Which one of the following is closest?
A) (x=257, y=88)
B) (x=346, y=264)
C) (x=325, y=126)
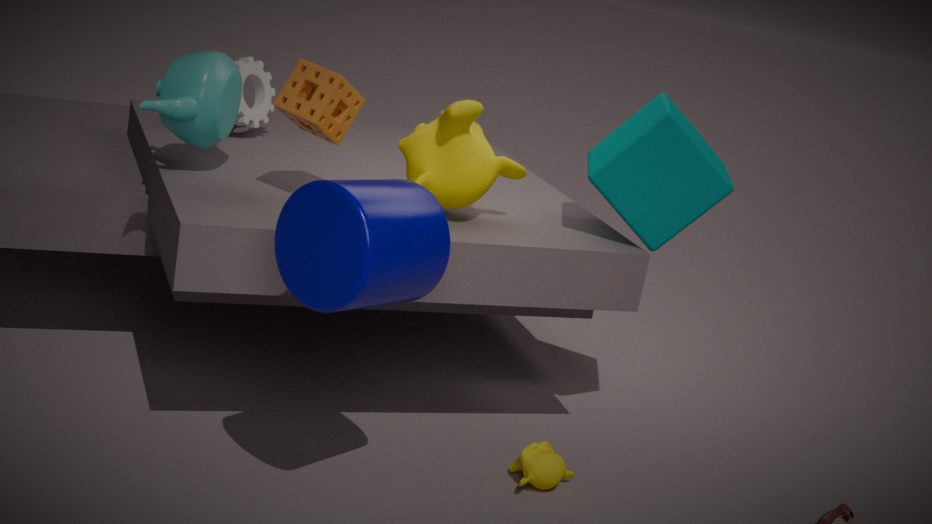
(x=346, y=264)
